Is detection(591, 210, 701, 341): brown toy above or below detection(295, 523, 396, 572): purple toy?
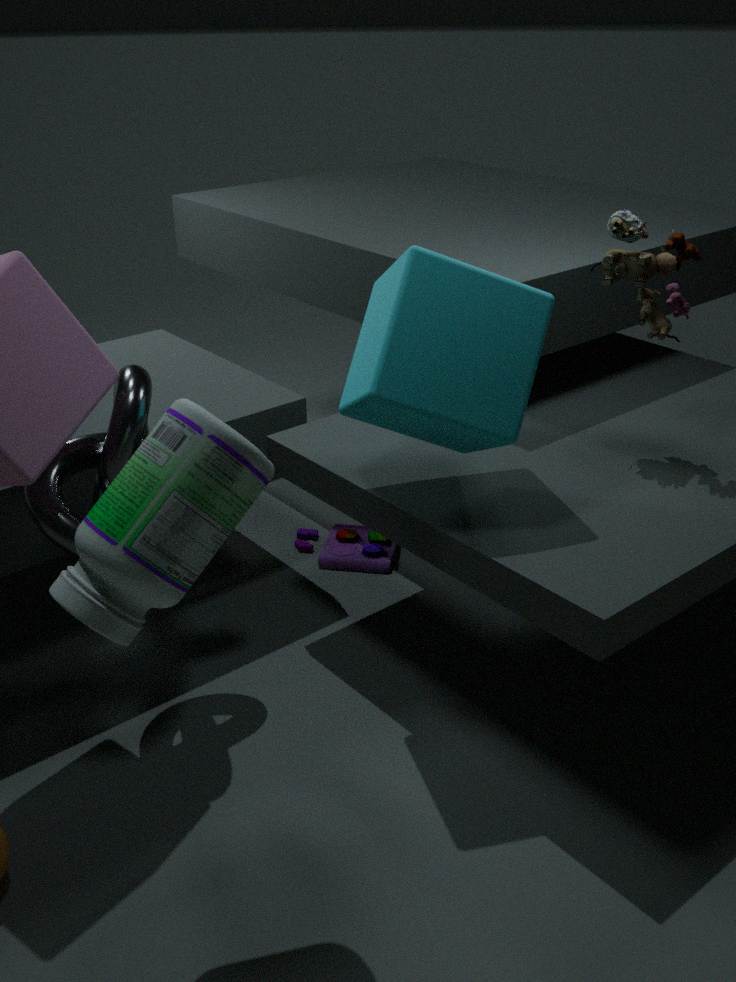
above
